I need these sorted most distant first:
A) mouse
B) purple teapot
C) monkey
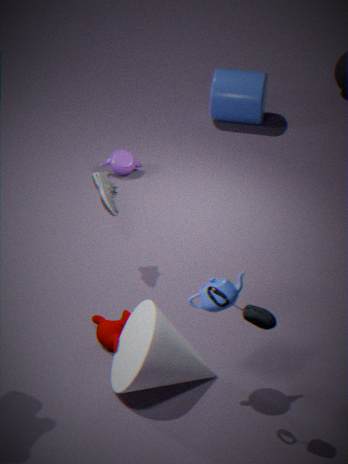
1. purple teapot
2. monkey
3. mouse
